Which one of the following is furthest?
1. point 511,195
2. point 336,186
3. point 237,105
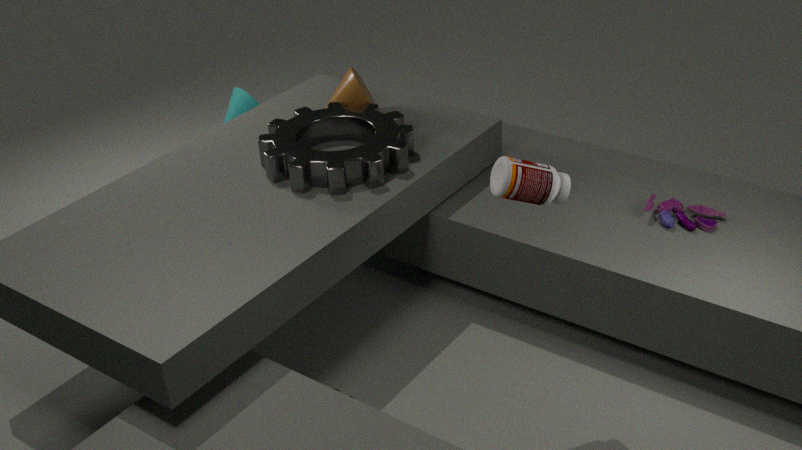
point 237,105
